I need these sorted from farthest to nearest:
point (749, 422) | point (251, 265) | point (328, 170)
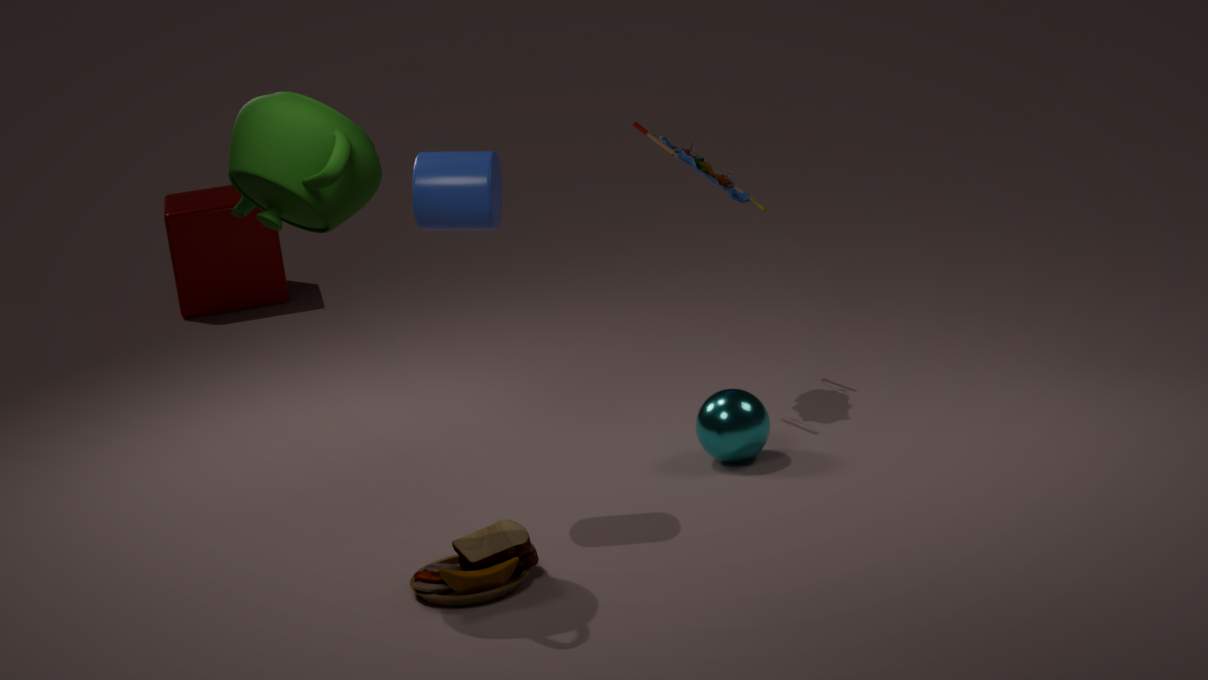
point (251, 265)
point (749, 422)
point (328, 170)
